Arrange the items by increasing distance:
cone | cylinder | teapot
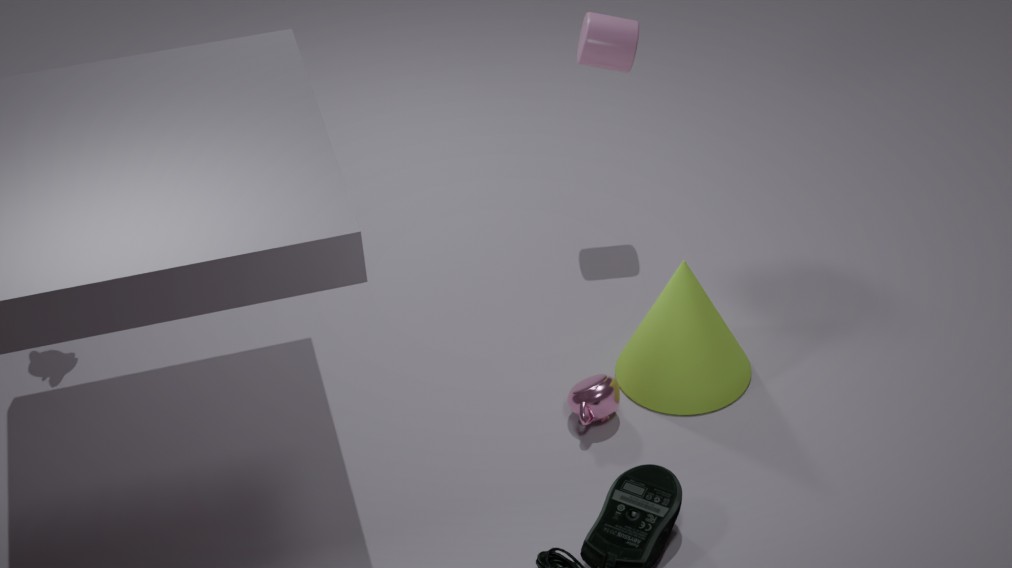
teapot
cone
cylinder
